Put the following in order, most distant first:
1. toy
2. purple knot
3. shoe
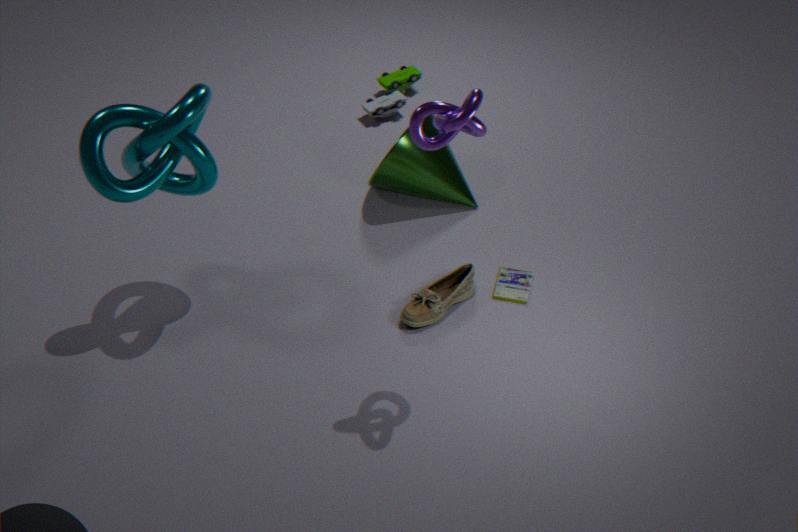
toy
shoe
purple knot
